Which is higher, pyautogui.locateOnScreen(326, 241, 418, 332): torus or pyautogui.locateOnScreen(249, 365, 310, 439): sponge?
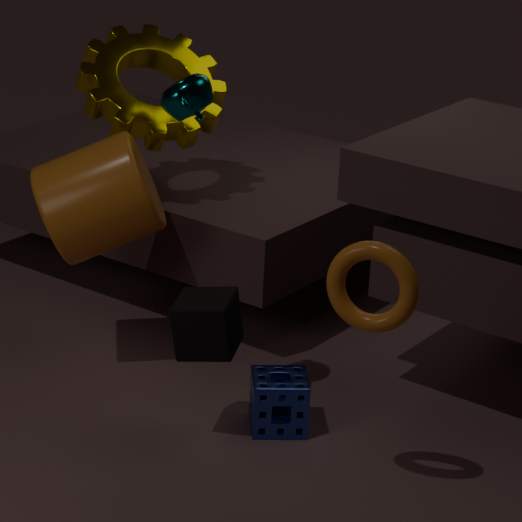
pyautogui.locateOnScreen(326, 241, 418, 332): torus
